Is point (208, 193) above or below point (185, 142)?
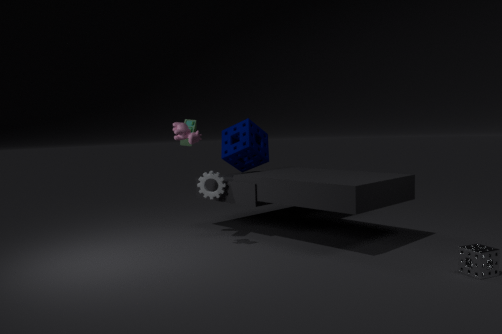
below
